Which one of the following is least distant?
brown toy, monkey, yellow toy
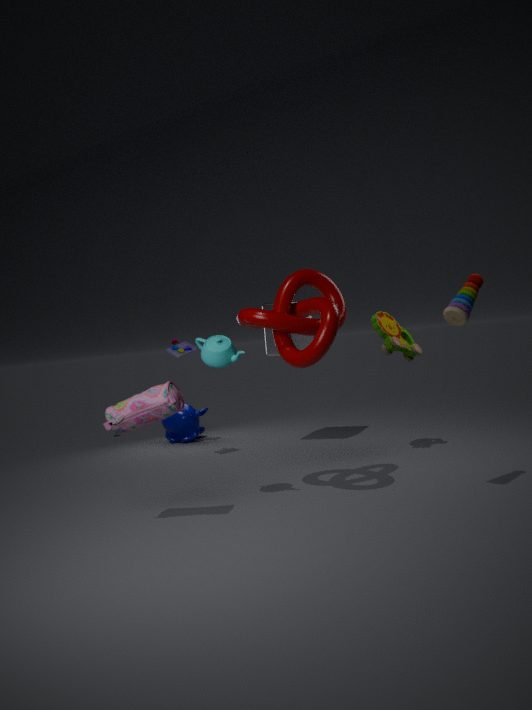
brown toy
